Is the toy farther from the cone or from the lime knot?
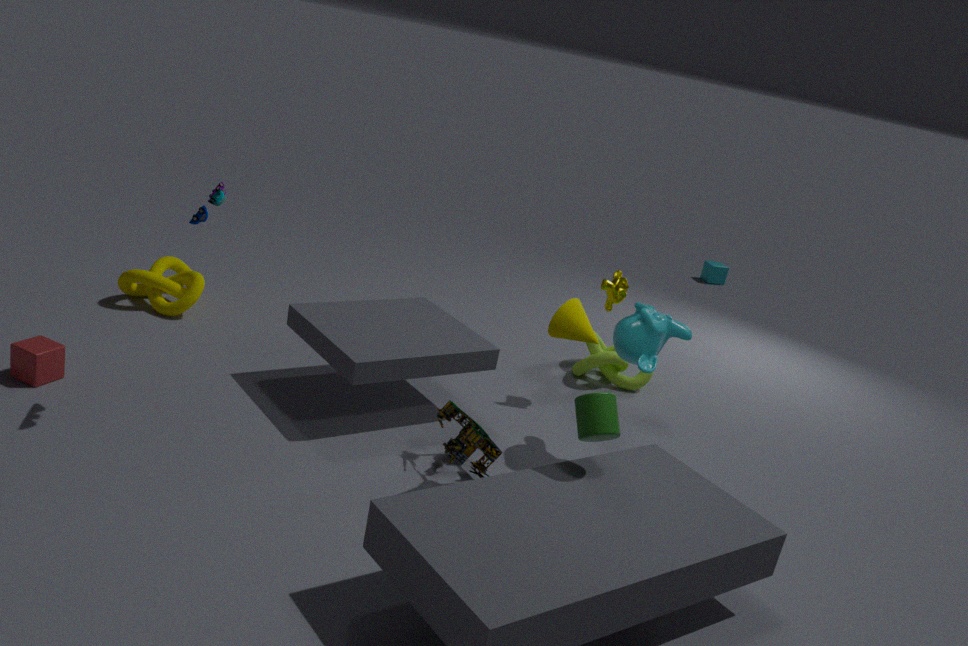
the lime knot
